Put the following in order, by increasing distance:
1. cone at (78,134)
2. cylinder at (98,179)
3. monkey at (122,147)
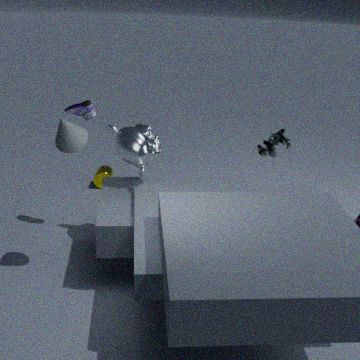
cone at (78,134)
monkey at (122,147)
cylinder at (98,179)
